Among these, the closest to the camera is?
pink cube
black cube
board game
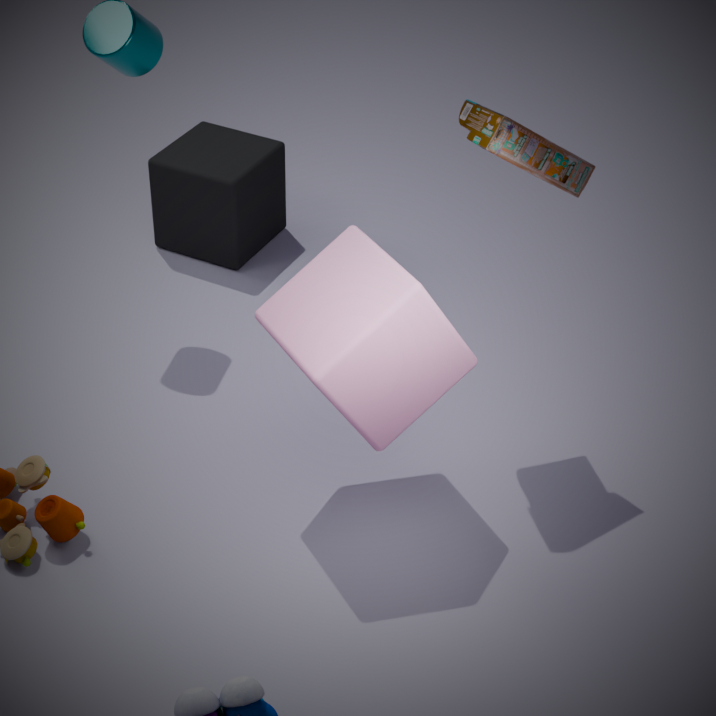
pink cube
